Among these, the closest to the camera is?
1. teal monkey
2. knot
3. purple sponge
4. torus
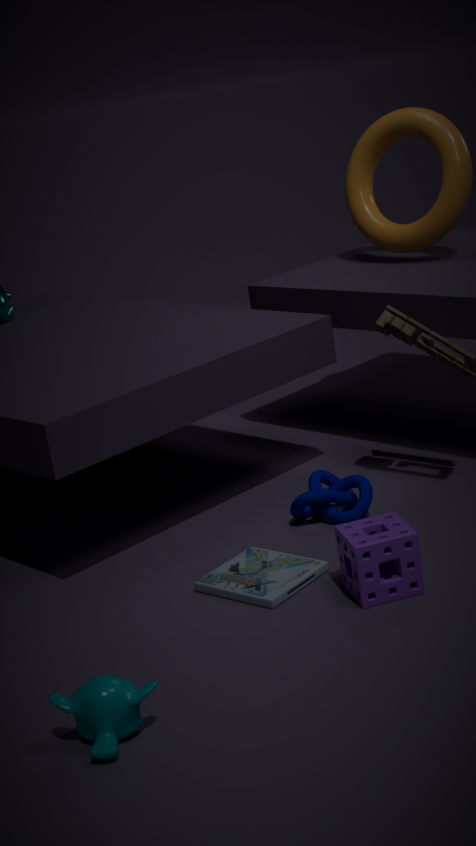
teal monkey
